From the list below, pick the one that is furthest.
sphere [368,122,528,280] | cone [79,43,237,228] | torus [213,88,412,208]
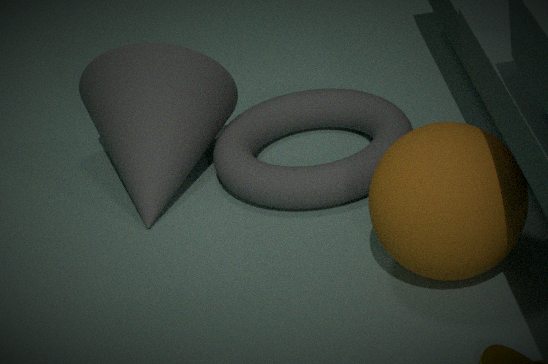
cone [79,43,237,228]
